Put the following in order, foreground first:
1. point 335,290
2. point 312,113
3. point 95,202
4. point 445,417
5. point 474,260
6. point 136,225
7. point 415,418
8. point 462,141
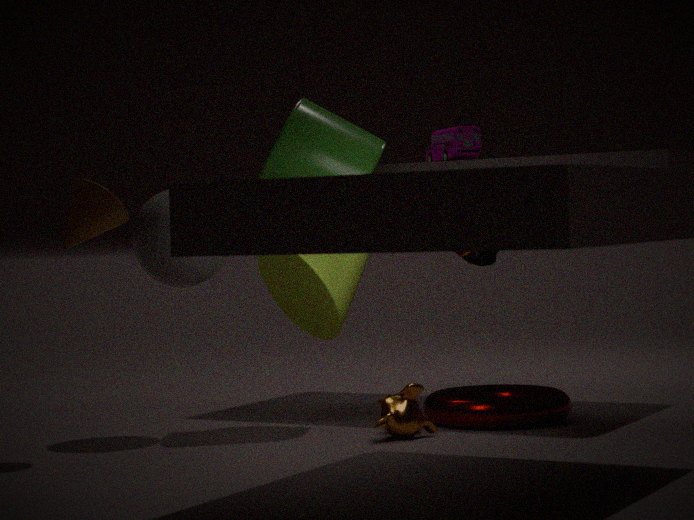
point 95,202 → point 415,418 → point 445,417 → point 335,290 → point 136,225 → point 474,260 → point 312,113 → point 462,141
